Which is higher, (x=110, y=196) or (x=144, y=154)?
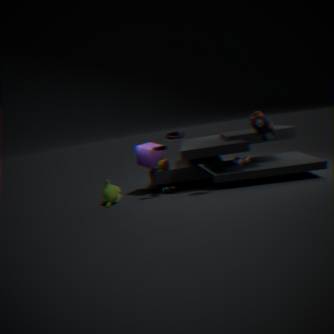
(x=144, y=154)
